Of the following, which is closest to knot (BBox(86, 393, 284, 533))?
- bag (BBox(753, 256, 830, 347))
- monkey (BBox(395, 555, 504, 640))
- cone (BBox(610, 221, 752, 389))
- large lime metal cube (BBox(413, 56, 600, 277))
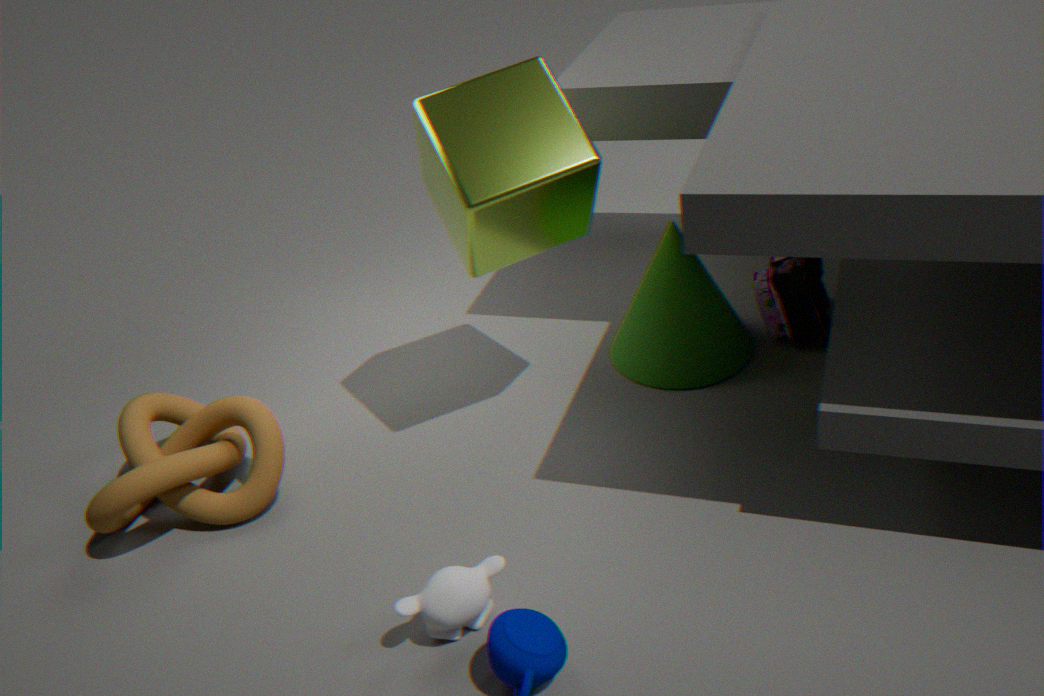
monkey (BBox(395, 555, 504, 640))
